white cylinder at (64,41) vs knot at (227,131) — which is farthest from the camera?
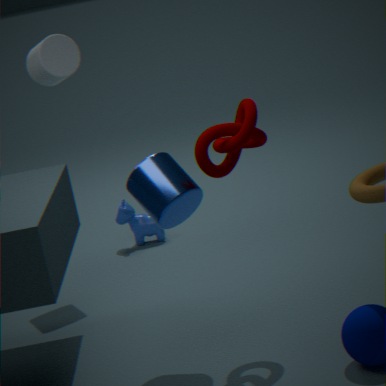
white cylinder at (64,41)
